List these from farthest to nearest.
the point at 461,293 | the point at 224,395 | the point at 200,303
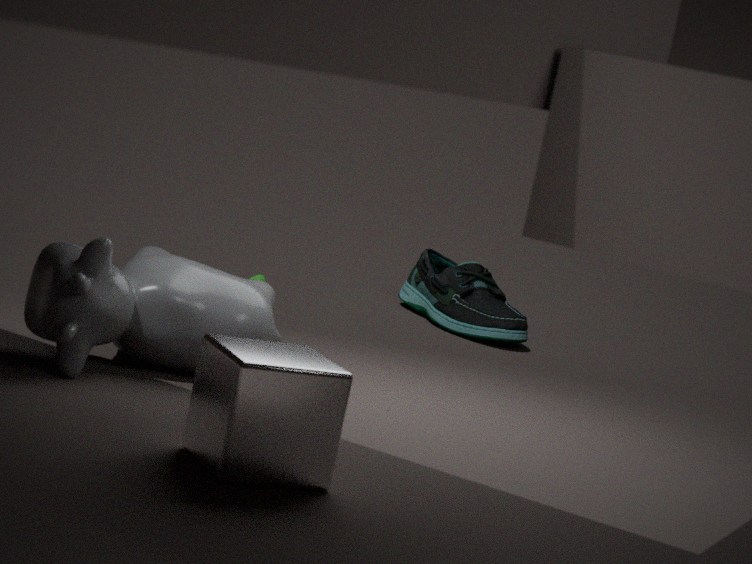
the point at 461,293
the point at 200,303
the point at 224,395
